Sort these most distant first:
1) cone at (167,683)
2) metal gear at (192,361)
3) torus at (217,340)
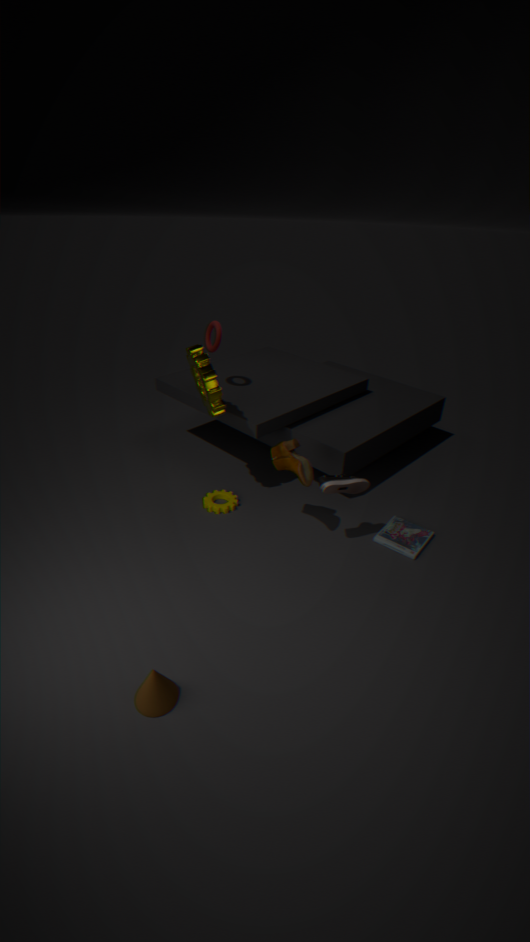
3. torus at (217,340)
2. metal gear at (192,361)
1. cone at (167,683)
